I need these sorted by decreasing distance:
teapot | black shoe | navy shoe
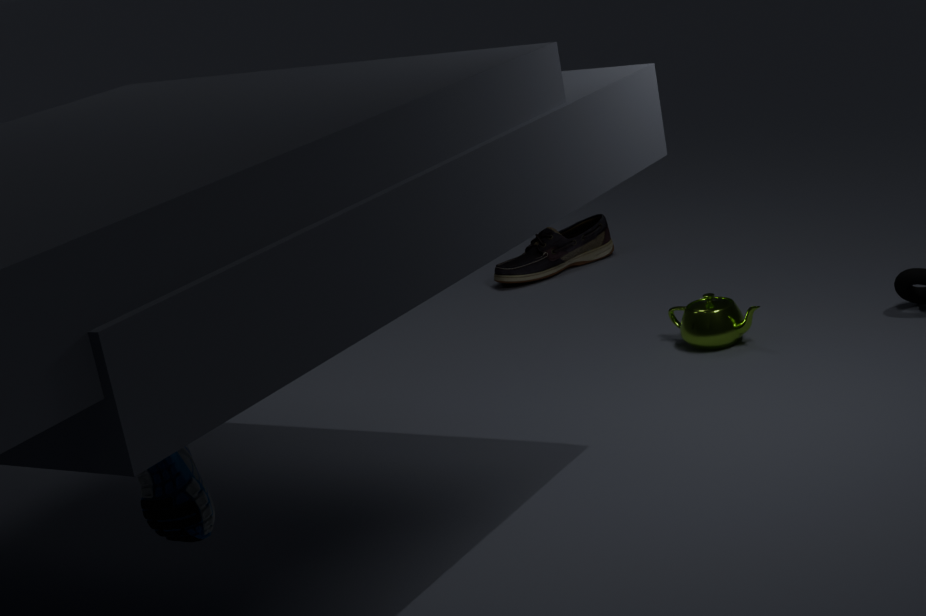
black shoe → teapot → navy shoe
